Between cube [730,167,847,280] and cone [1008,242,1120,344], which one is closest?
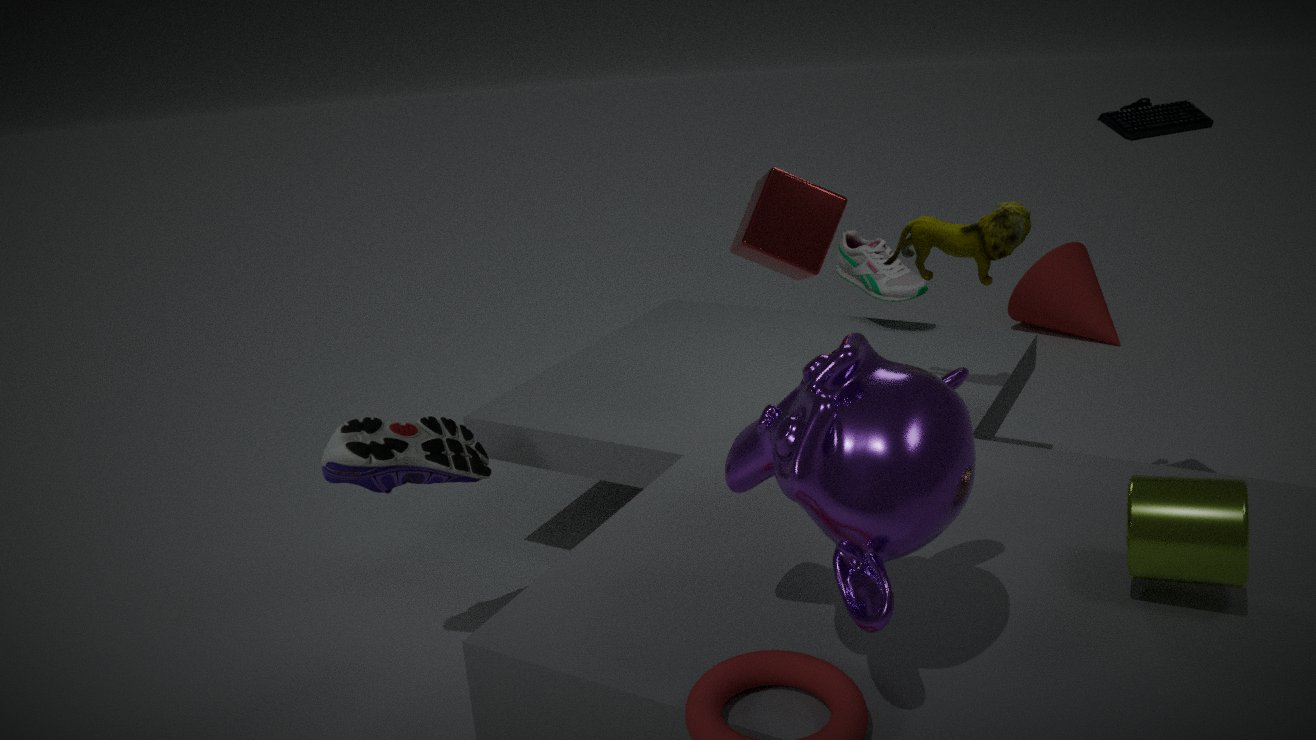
cube [730,167,847,280]
